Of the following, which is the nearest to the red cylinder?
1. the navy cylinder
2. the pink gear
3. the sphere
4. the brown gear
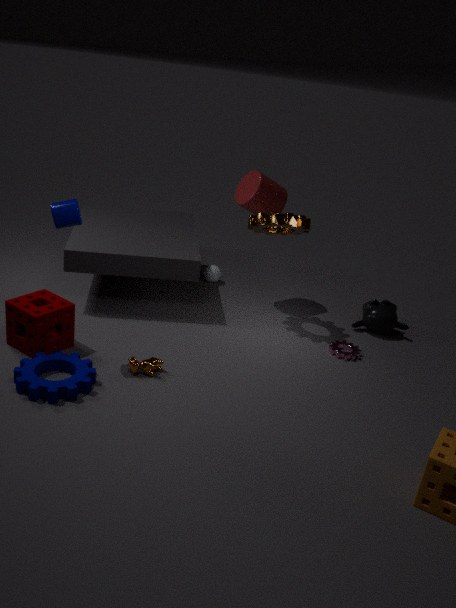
the brown gear
